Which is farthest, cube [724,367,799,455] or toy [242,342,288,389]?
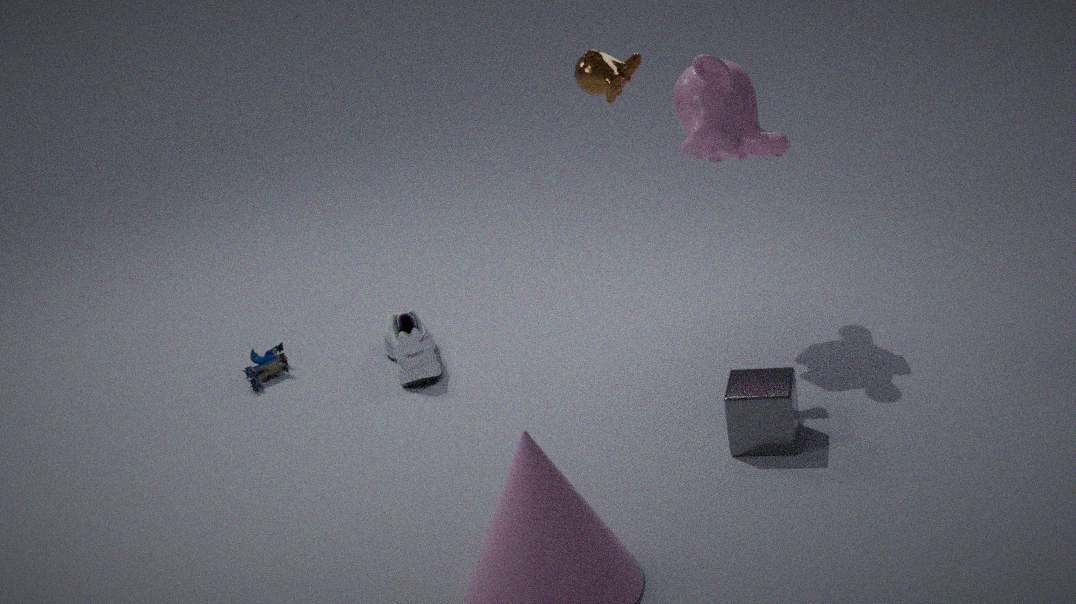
toy [242,342,288,389]
